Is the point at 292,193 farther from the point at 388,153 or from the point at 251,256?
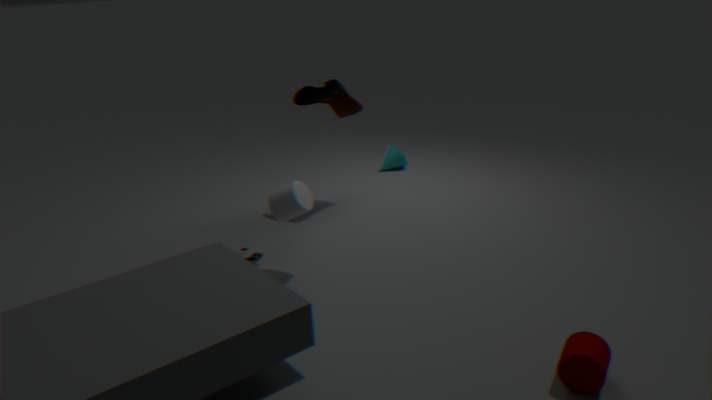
the point at 388,153
